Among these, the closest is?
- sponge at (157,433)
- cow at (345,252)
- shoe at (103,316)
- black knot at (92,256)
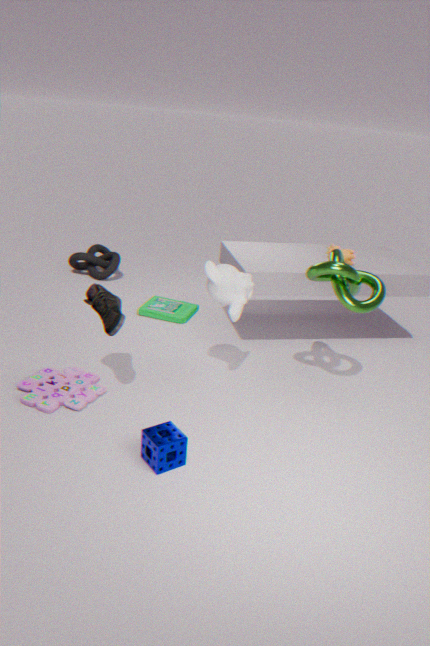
sponge at (157,433)
